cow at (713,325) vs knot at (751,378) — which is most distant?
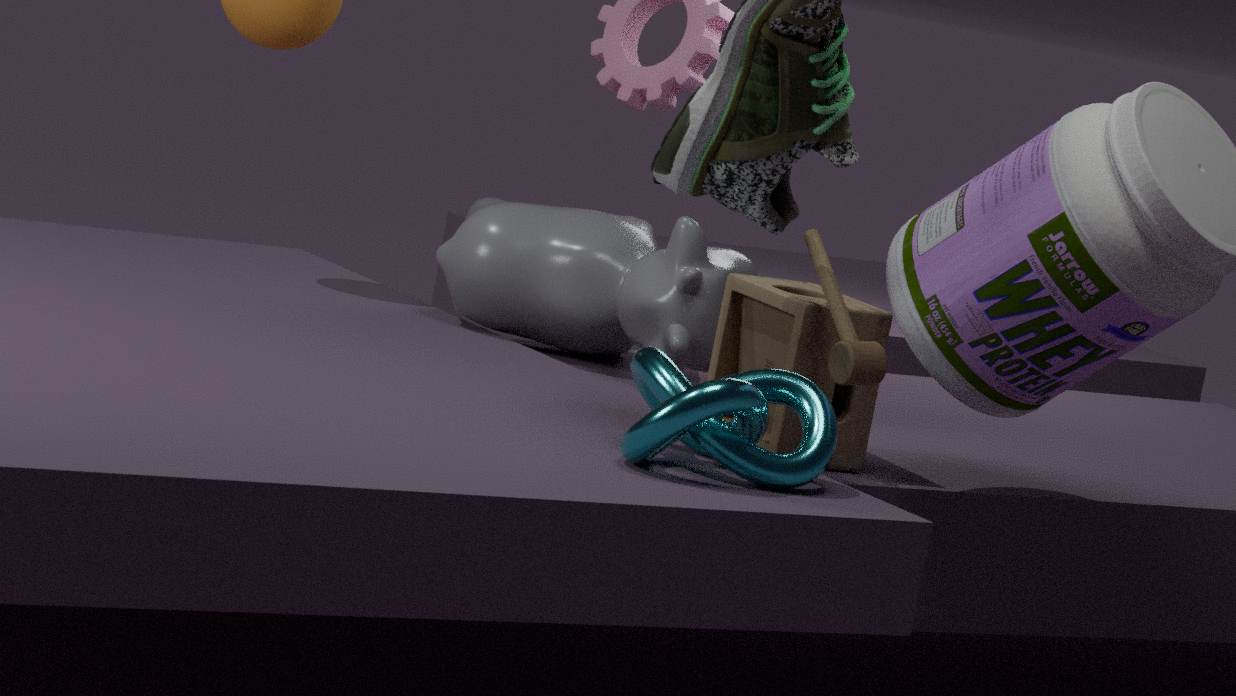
cow at (713,325)
